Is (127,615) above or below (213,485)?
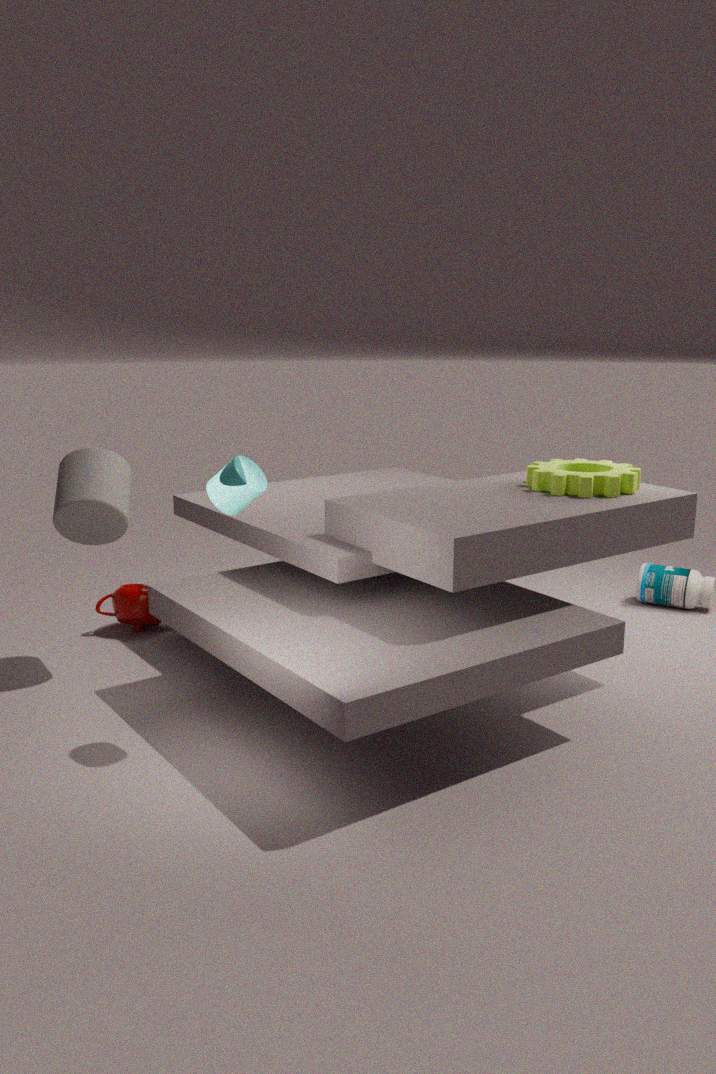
below
